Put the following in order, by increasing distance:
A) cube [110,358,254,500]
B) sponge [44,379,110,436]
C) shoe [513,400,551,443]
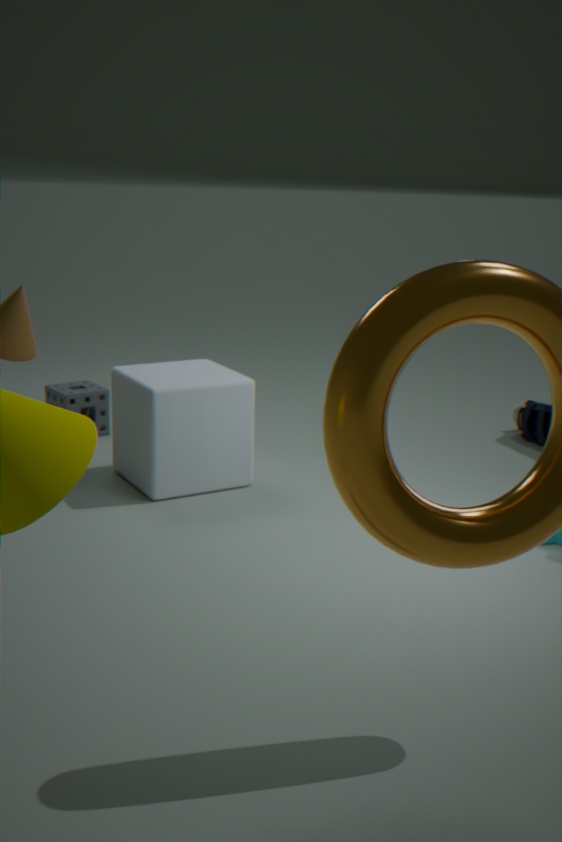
1. cube [110,358,254,500]
2. sponge [44,379,110,436]
3. shoe [513,400,551,443]
